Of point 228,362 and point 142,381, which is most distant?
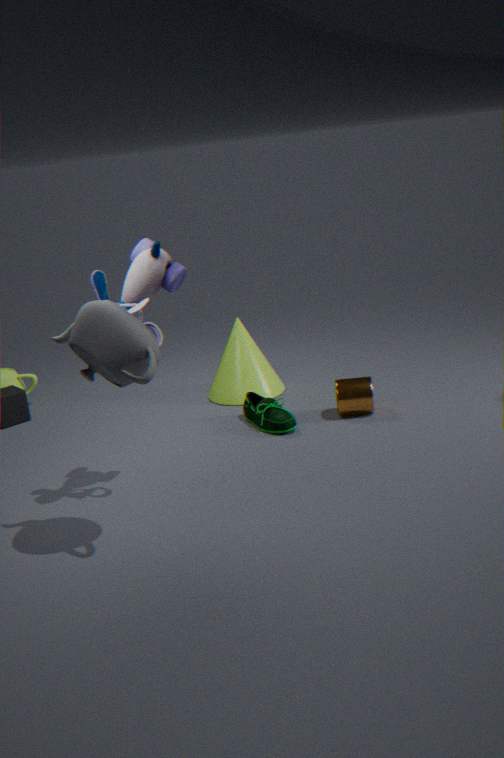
point 228,362
